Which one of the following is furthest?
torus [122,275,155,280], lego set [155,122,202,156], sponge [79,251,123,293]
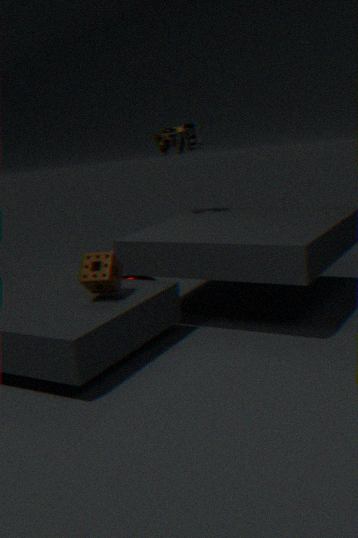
torus [122,275,155,280]
